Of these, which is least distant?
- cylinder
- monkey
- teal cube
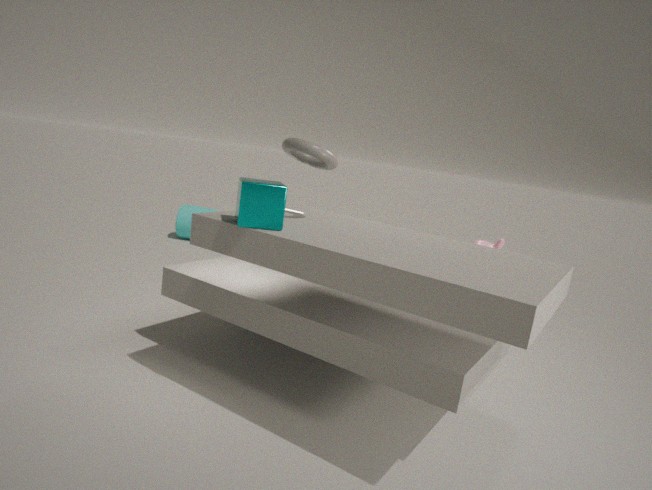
teal cube
